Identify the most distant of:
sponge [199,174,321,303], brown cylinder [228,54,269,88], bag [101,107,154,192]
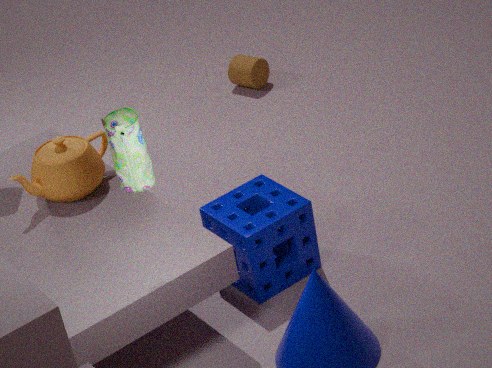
brown cylinder [228,54,269,88]
